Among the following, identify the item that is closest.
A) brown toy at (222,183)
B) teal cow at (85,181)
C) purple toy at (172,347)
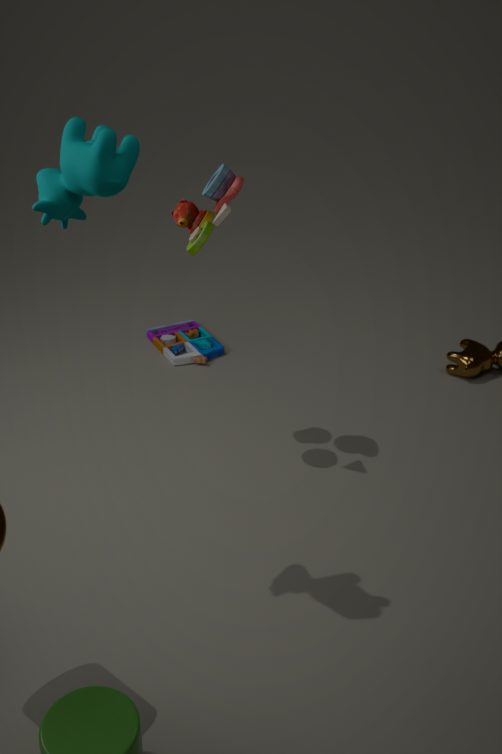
teal cow at (85,181)
